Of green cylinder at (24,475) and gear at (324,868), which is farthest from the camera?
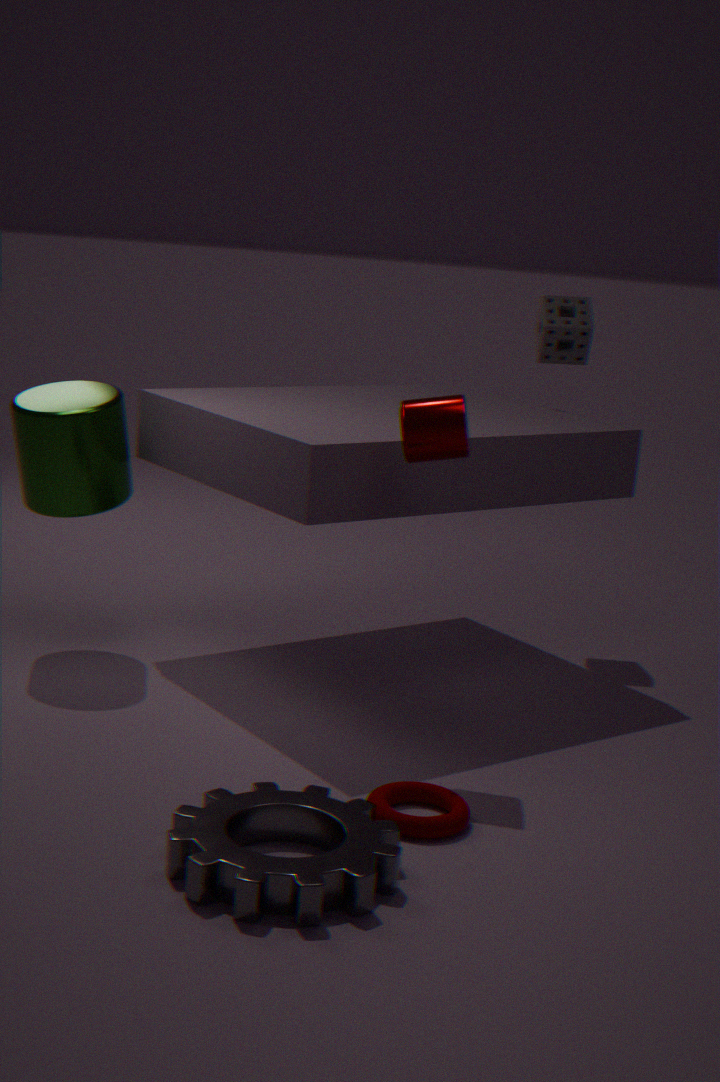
→ green cylinder at (24,475)
